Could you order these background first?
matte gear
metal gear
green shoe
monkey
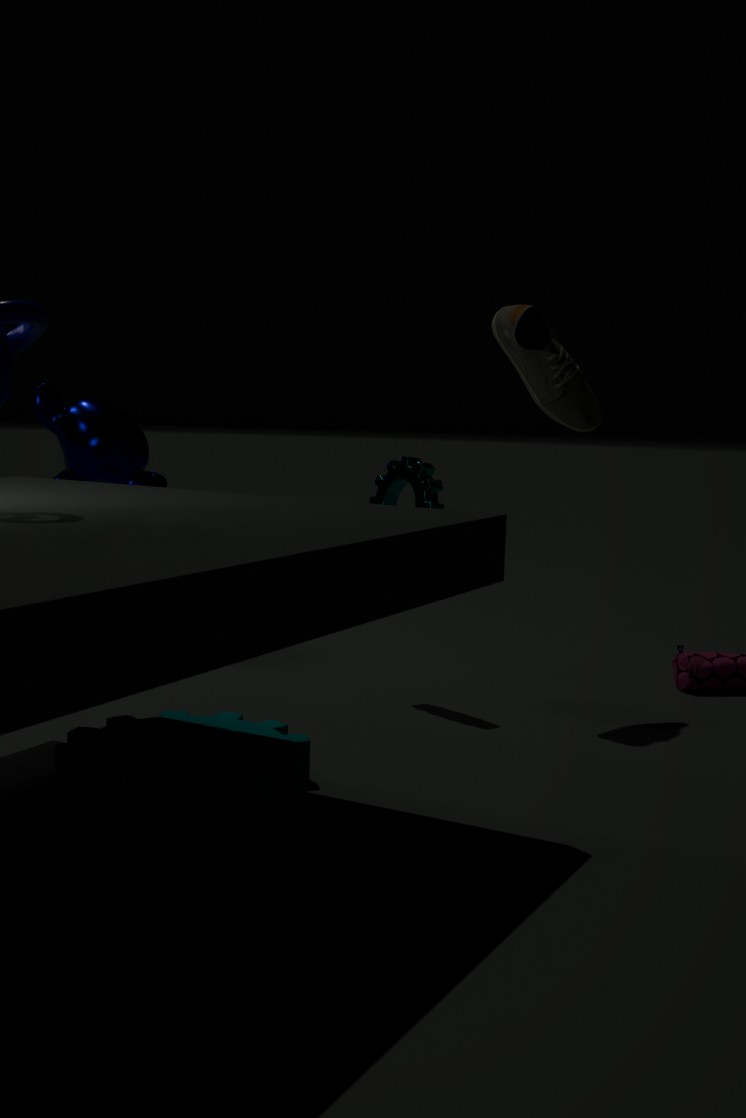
1. monkey
2. green shoe
3. metal gear
4. matte gear
